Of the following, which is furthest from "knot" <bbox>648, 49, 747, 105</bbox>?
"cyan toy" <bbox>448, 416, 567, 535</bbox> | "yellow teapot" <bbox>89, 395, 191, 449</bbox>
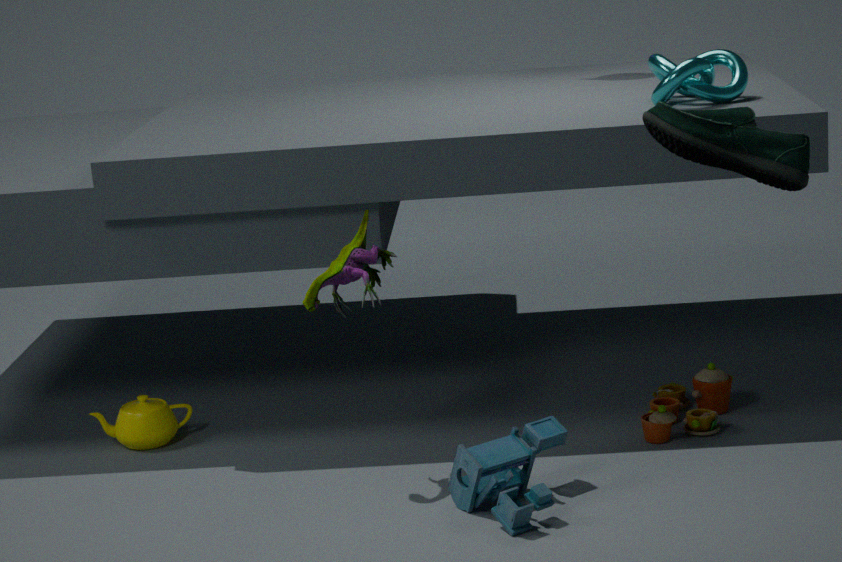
"yellow teapot" <bbox>89, 395, 191, 449</bbox>
